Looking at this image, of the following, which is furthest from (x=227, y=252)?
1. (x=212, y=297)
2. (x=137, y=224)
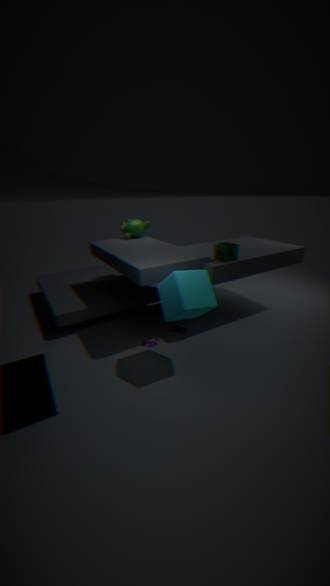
(x=137, y=224)
